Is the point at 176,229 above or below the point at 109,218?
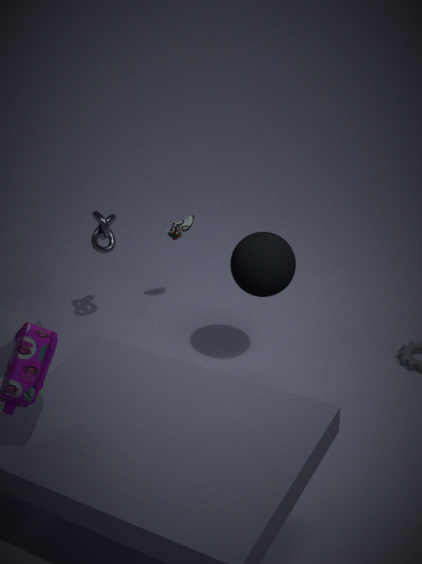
below
